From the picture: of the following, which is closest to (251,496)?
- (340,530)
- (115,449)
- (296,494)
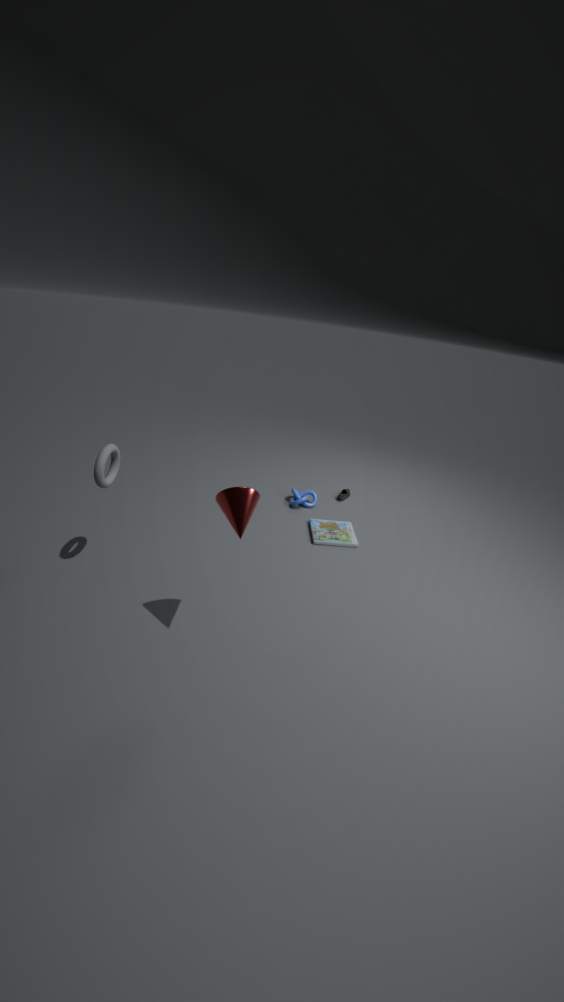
(115,449)
